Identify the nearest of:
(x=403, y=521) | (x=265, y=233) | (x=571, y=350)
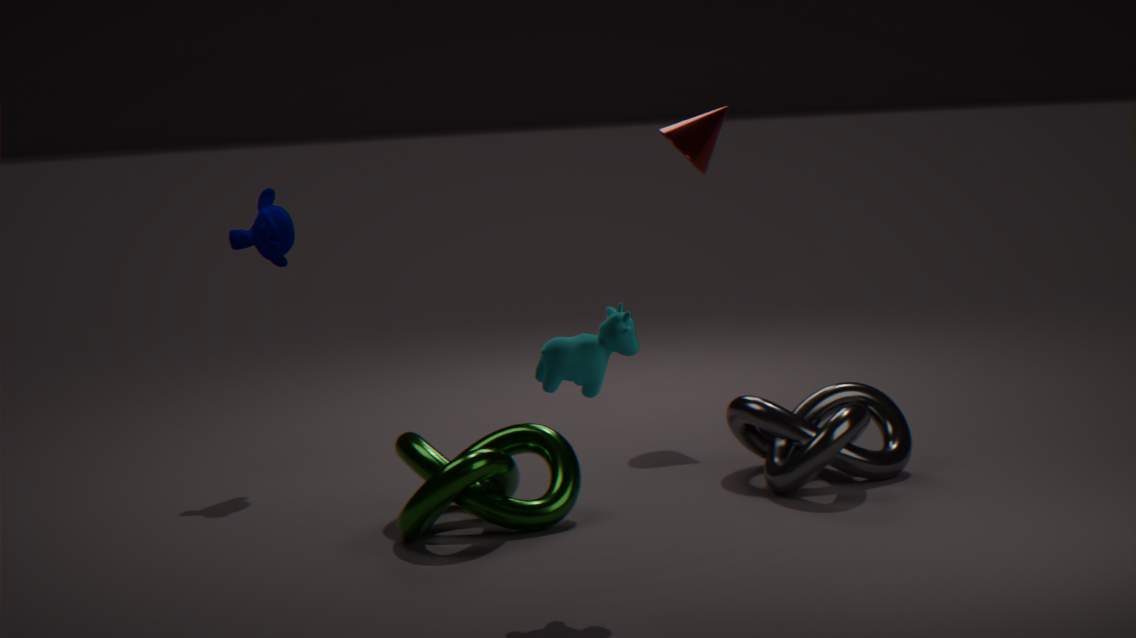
(x=571, y=350)
